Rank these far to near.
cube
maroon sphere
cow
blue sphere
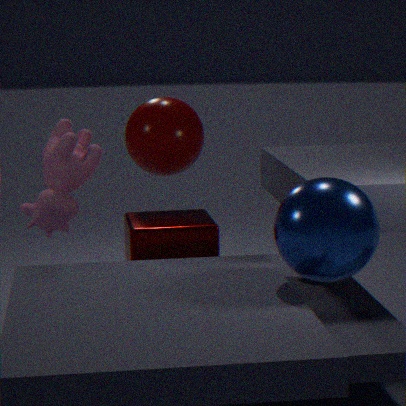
1. maroon sphere
2. cow
3. cube
4. blue sphere
